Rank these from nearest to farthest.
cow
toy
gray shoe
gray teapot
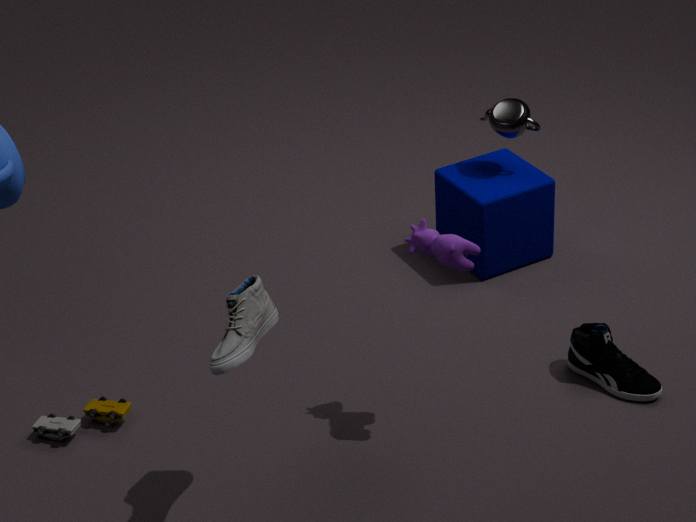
gray shoe → cow → toy → gray teapot
